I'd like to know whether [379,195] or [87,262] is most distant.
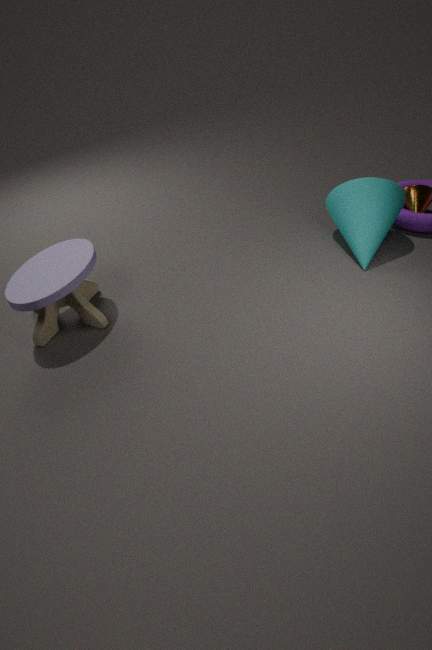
[379,195]
